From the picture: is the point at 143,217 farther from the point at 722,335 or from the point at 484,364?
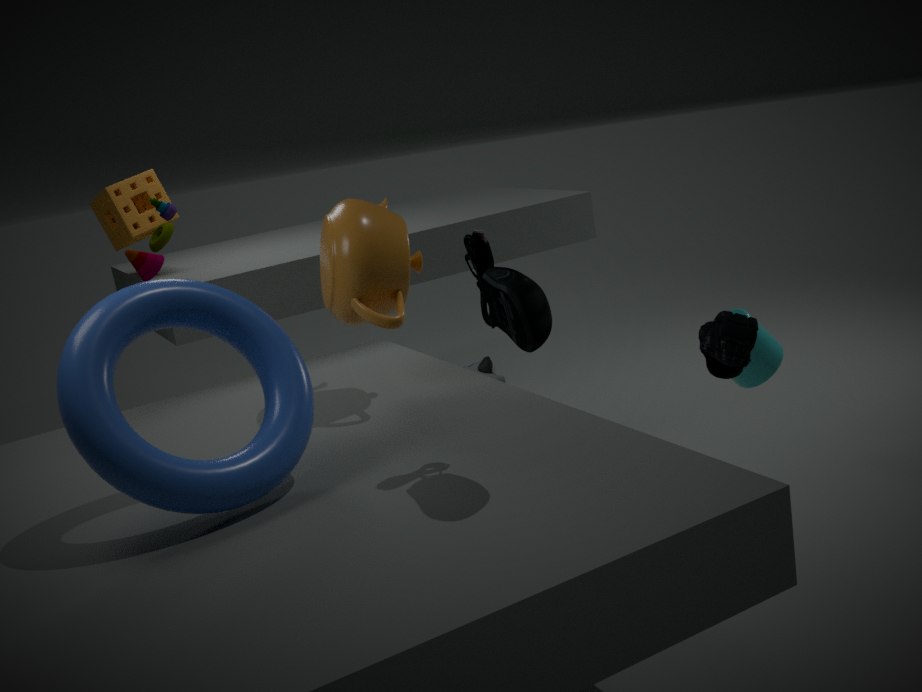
the point at 722,335
